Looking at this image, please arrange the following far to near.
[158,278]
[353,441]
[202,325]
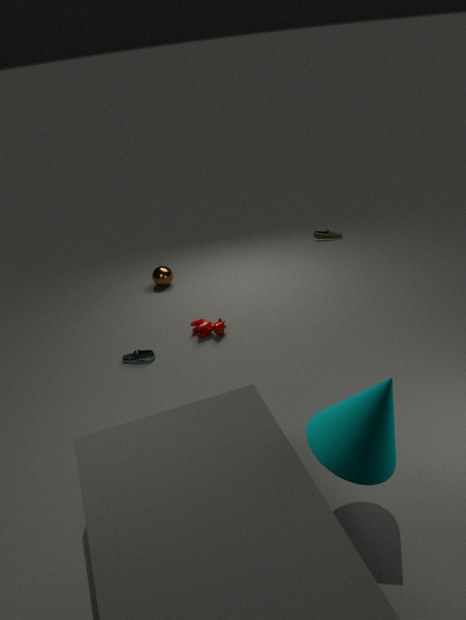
[158,278]
[202,325]
[353,441]
